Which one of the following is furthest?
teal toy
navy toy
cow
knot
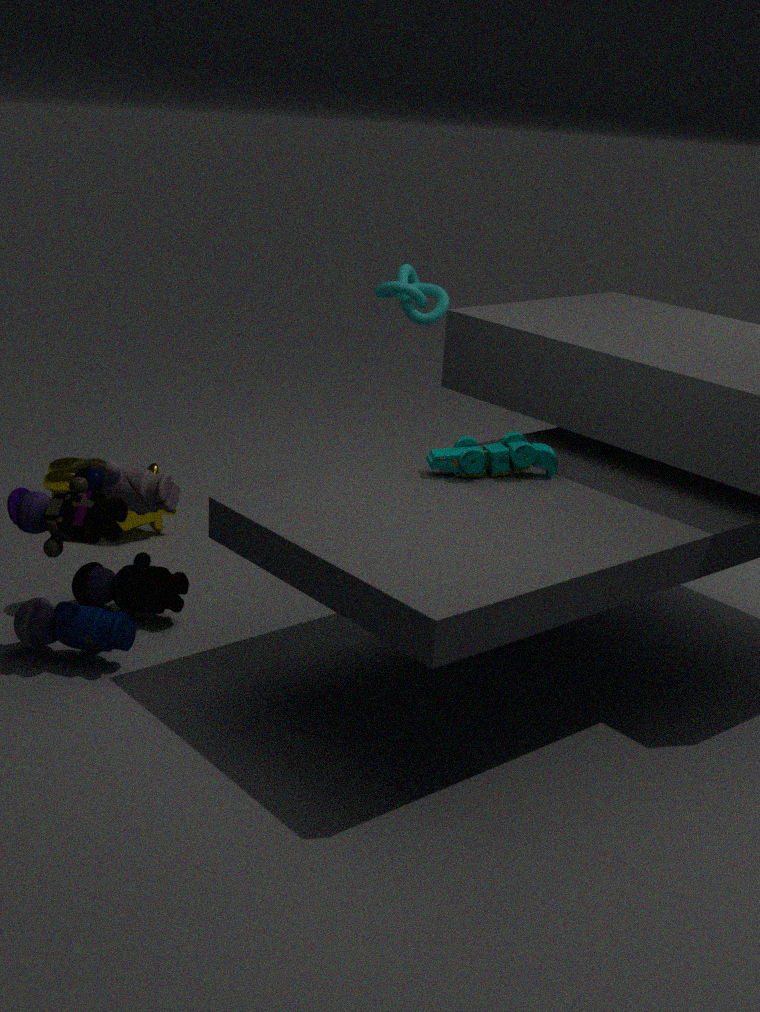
knot
